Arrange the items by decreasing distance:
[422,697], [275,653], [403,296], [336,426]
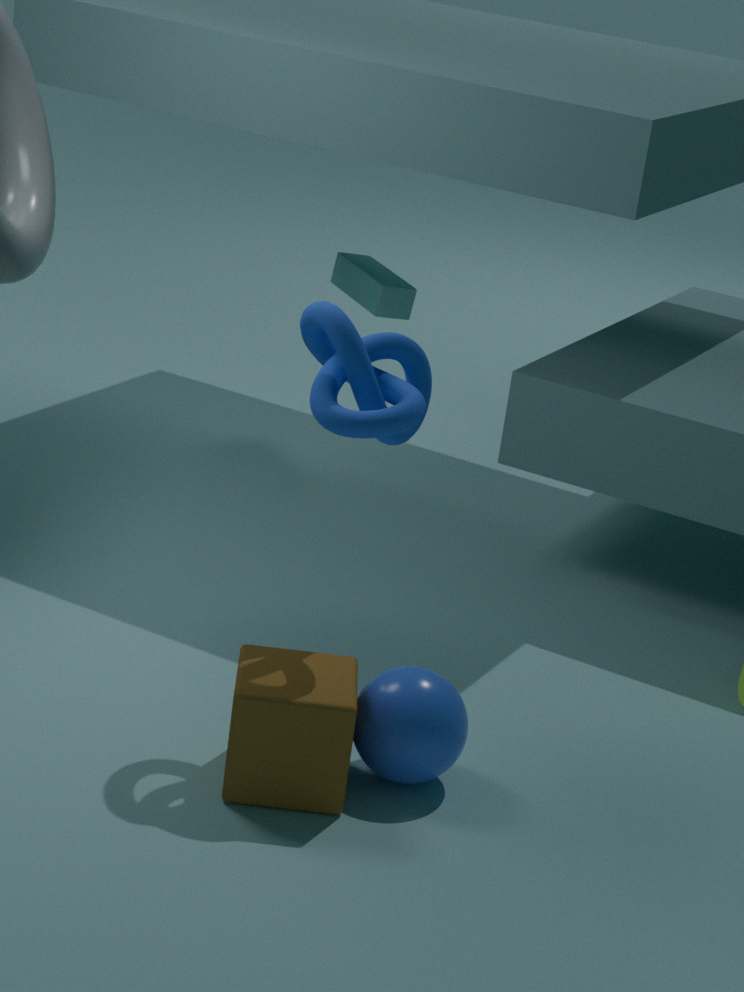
1. [403,296]
2. [275,653]
3. [422,697]
4. [336,426]
